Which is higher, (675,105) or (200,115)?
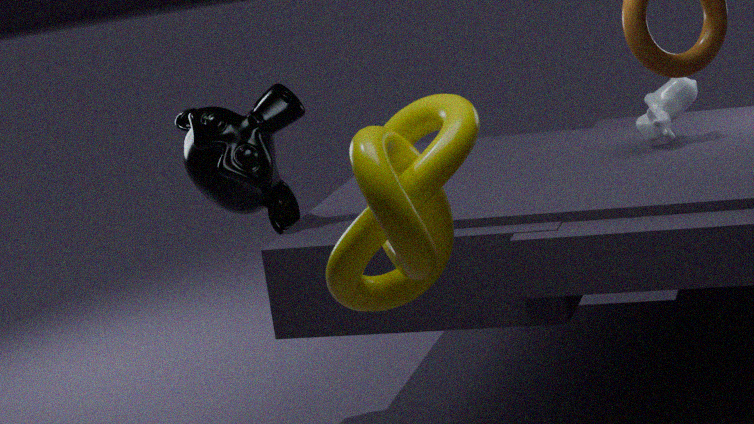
(200,115)
